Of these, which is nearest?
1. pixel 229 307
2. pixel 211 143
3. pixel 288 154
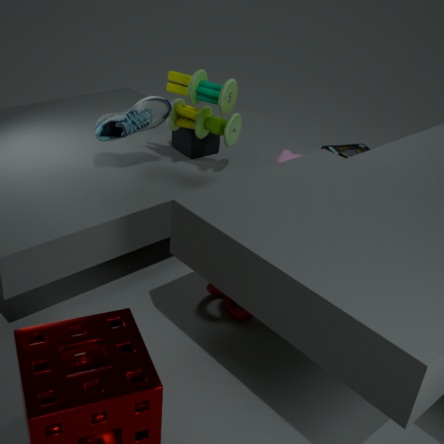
pixel 229 307
